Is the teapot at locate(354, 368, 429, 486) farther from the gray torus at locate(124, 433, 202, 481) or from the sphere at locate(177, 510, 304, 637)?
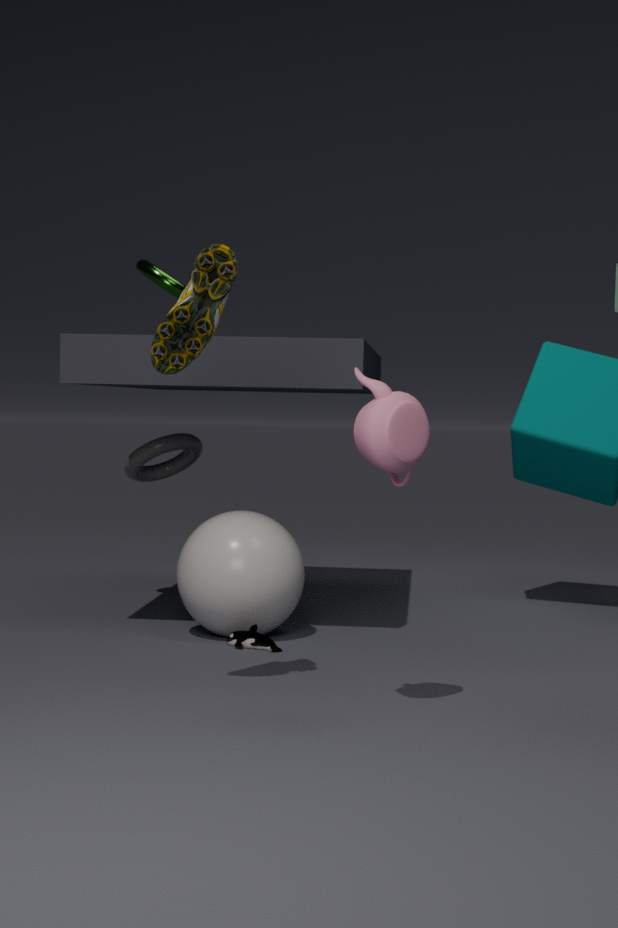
the gray torus at locate(124, 433, 202, 481)
